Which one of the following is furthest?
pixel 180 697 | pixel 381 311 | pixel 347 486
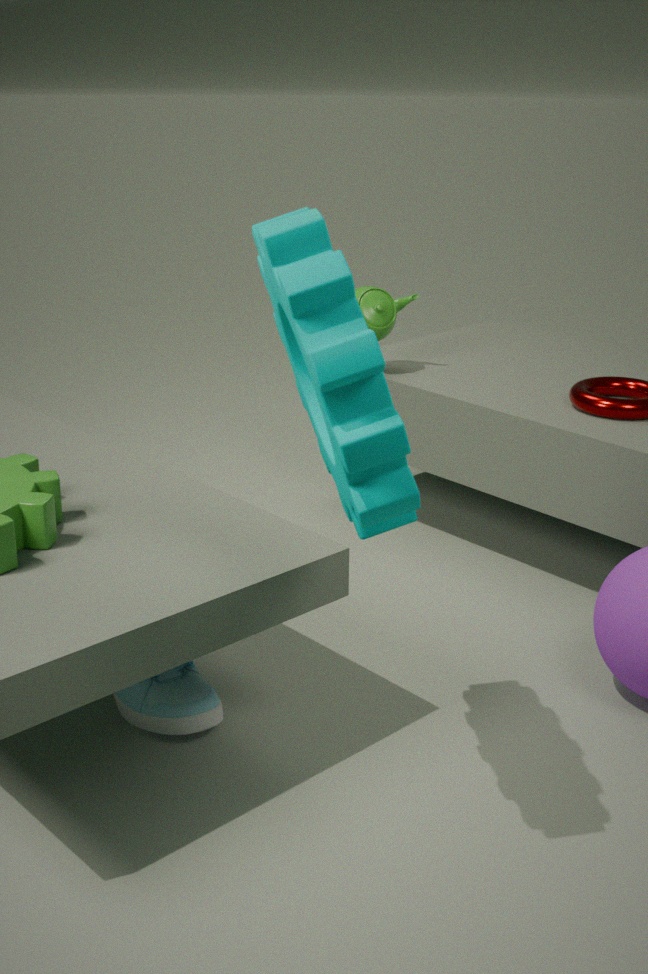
pixel 381 311
